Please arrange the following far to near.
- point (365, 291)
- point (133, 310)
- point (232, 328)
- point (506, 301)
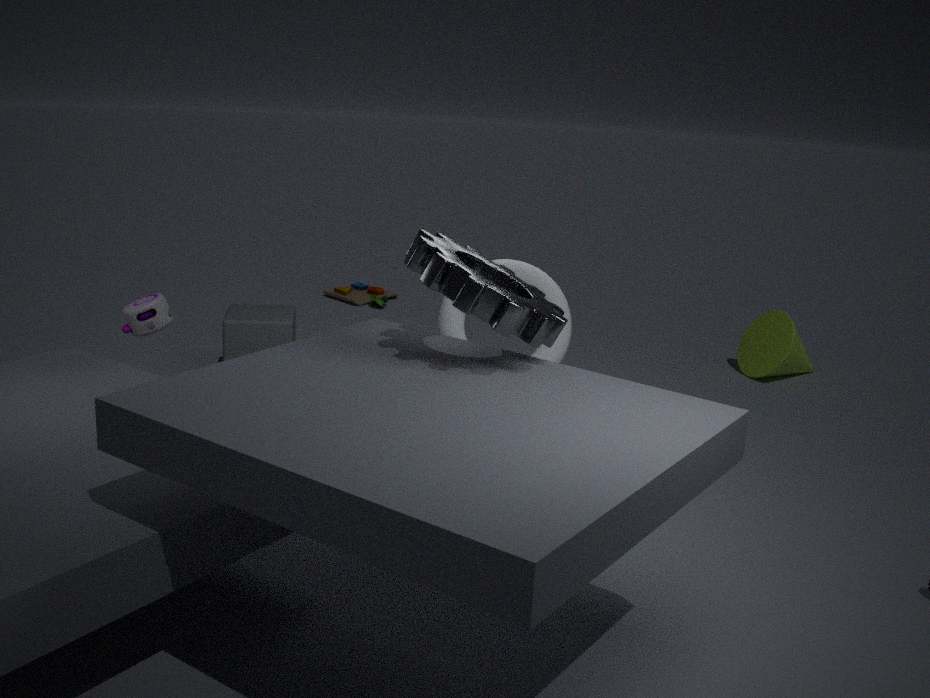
point (365, 291)
point (232, 328)
point (133, 310)
point (506, 301)
